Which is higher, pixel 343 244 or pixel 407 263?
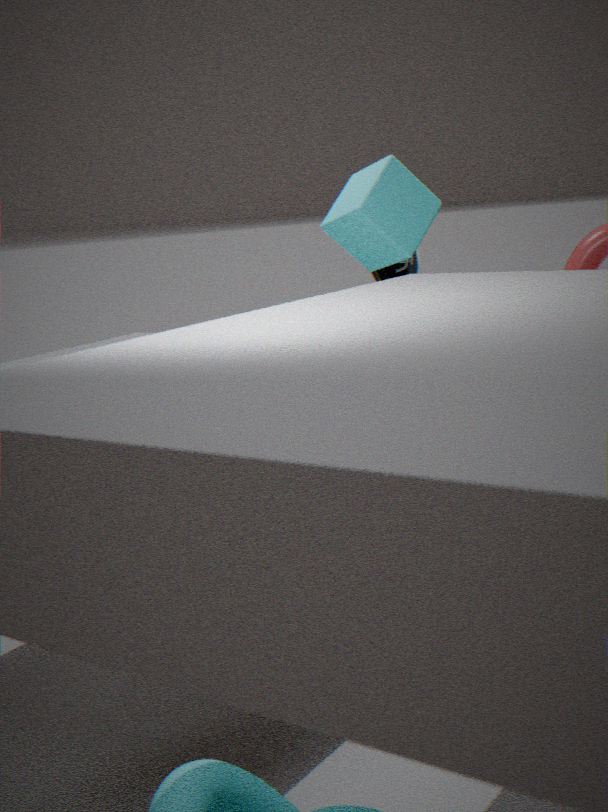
pixel 343 244
